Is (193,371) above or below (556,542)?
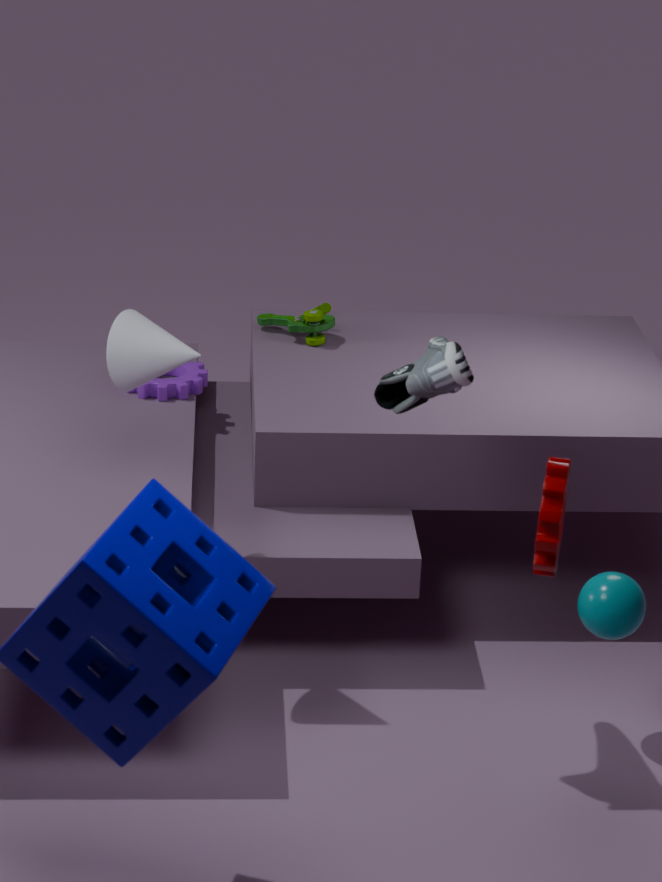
below
